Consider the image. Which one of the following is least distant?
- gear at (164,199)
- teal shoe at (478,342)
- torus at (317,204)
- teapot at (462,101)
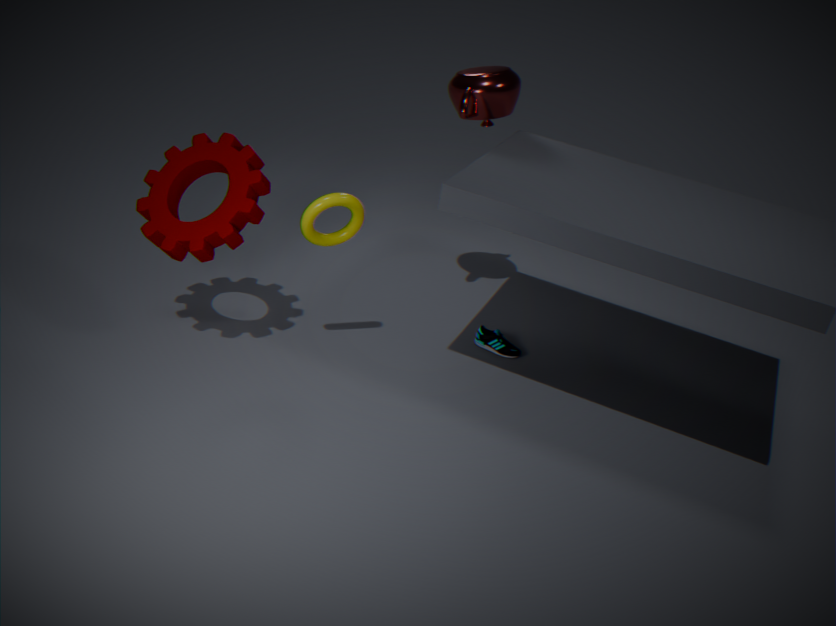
gear at (164,199)
